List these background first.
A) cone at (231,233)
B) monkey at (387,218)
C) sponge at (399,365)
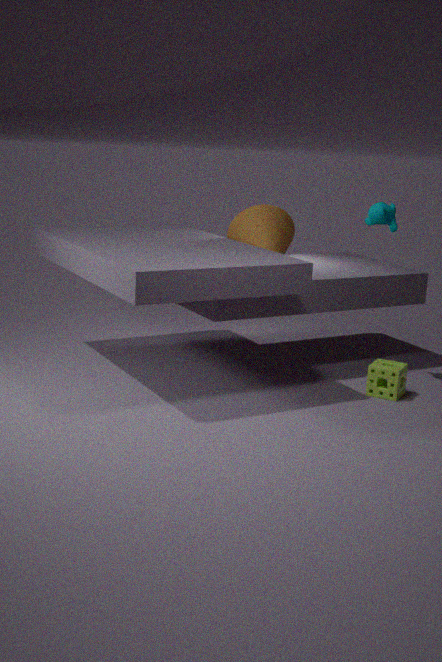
cone at (231,233) → monkey at (387,218) → sponge at (399,365)
